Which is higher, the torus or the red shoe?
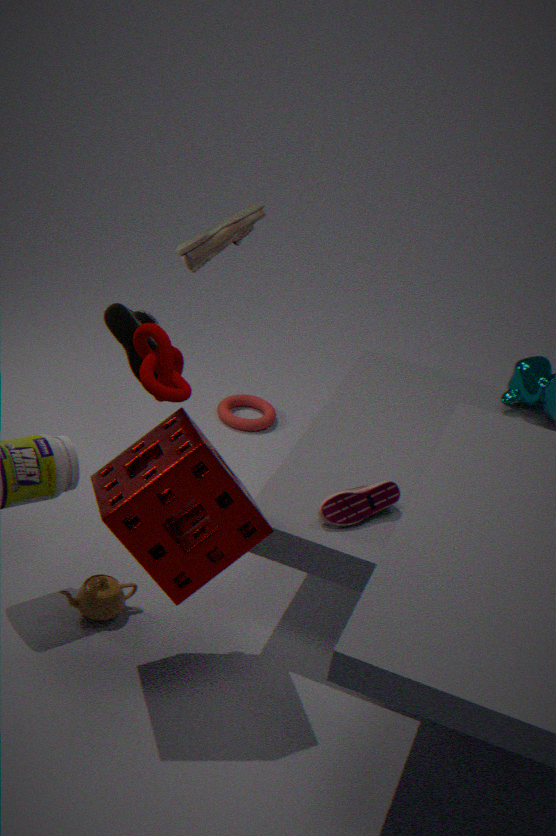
the red shoe
